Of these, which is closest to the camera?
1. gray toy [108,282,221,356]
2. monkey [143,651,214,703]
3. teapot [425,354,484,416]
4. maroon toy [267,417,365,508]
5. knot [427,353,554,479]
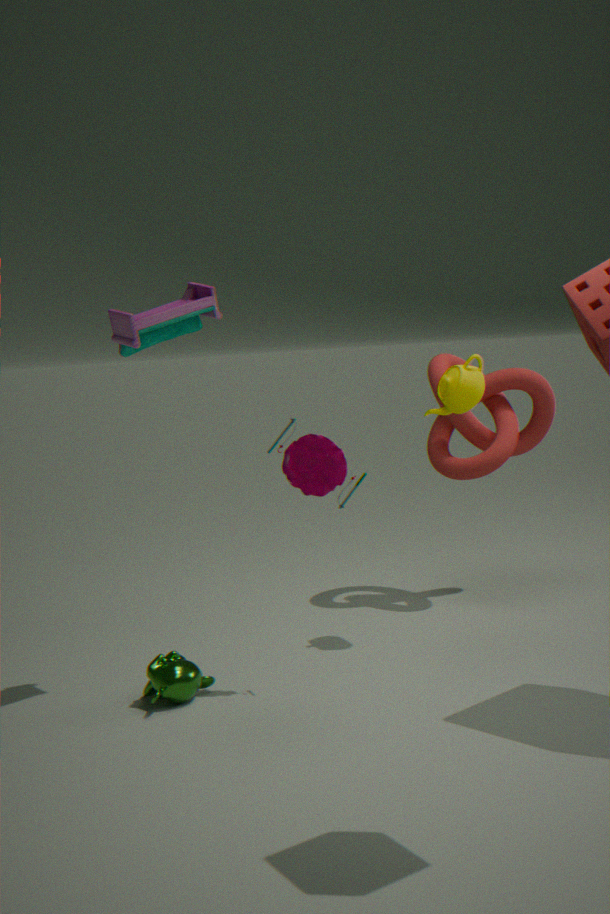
gray toy [108,282,221,356]
